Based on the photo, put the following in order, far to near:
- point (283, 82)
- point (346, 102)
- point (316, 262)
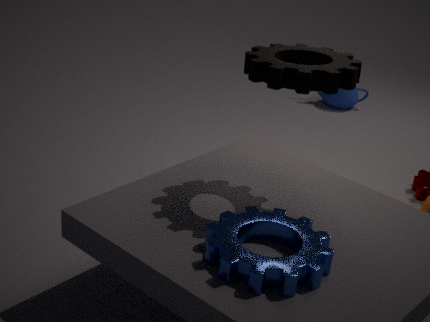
point (346, 102) < point (283, 82) < point (316, 262)
